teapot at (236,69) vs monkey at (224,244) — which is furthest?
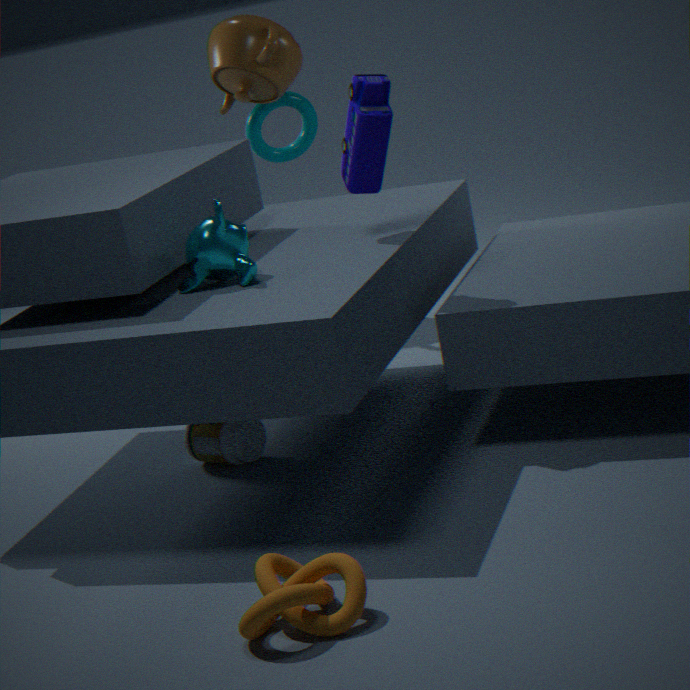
teapot at (236,69)
